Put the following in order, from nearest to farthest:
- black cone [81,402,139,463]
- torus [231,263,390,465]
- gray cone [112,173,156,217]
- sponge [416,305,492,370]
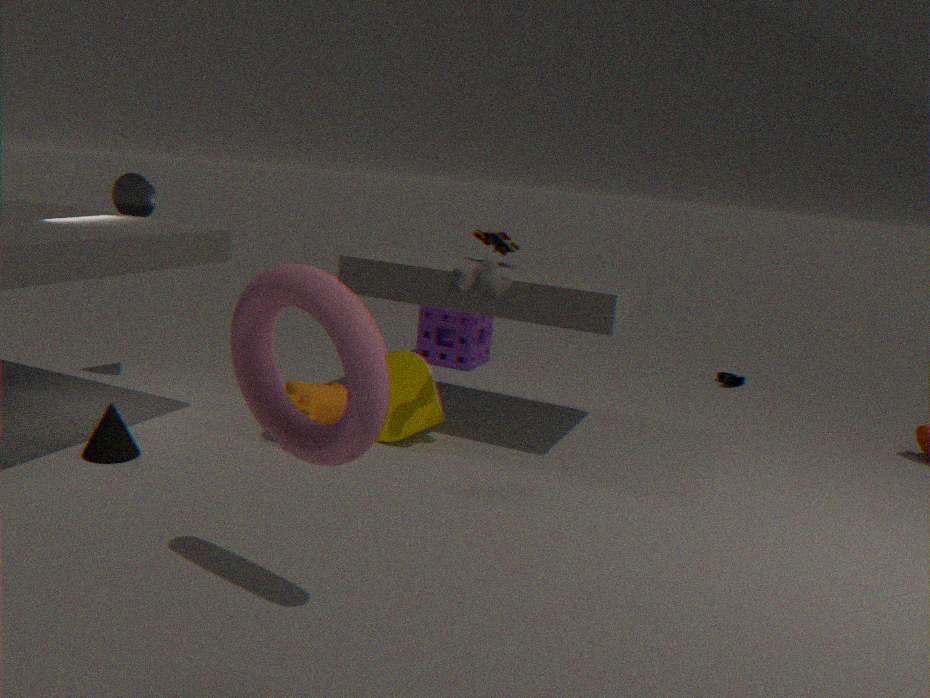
1. torus [231,263,390,465]
2. black cone [81,402,139,463]
3. gray cone [112,173,156,217]
4. sponge [416,305,492,370]
